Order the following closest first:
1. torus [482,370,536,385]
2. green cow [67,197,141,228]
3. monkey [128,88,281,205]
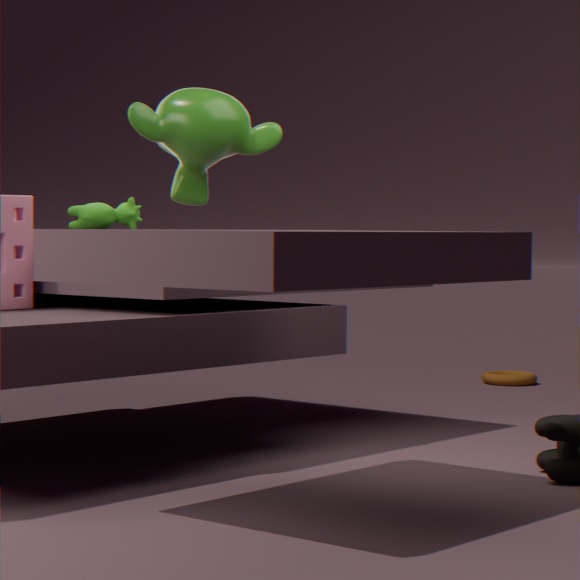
1. monkey [128,88,281,205]
2. green cow [67,197,141,228]
3. torus [482,370,536,385]
